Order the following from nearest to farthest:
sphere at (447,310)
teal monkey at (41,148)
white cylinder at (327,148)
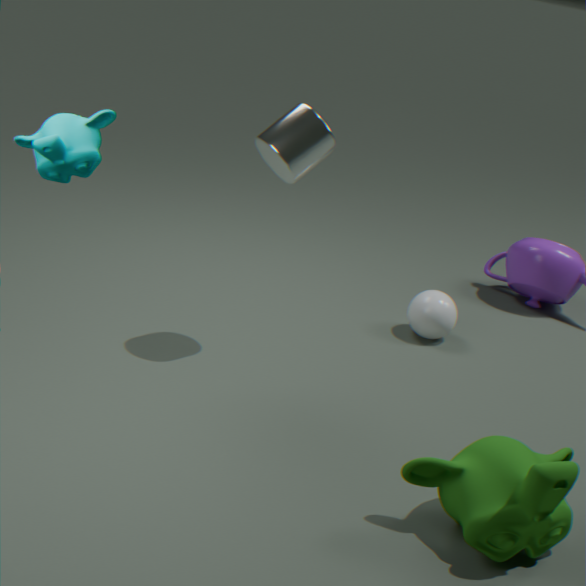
teal monkey at (41,148) < white cylinder at (327,148) < sphere at (447,310)
